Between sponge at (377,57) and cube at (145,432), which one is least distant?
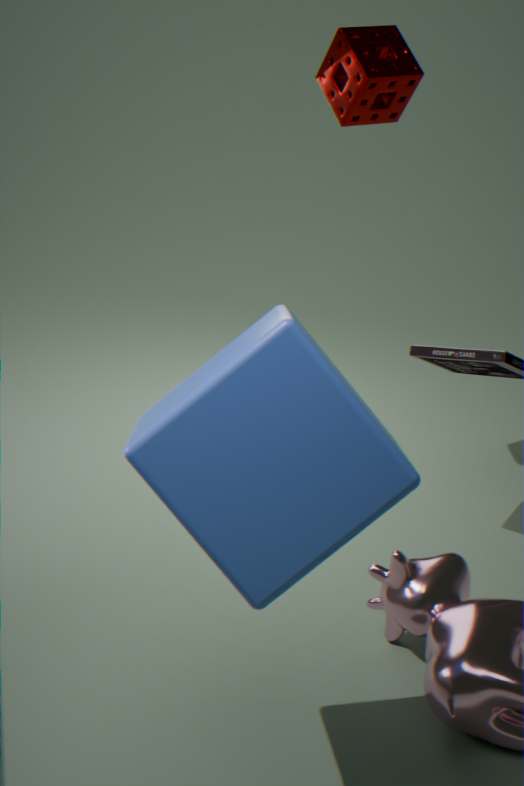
cube at (145,432)
